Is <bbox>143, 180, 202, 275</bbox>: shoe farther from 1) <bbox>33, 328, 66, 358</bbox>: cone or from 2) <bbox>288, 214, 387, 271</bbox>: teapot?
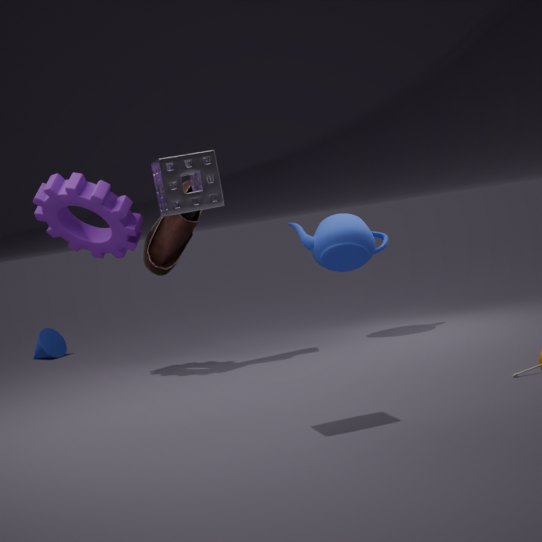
1) <bbox>33, 328, 66, 358</bbox>: cone
